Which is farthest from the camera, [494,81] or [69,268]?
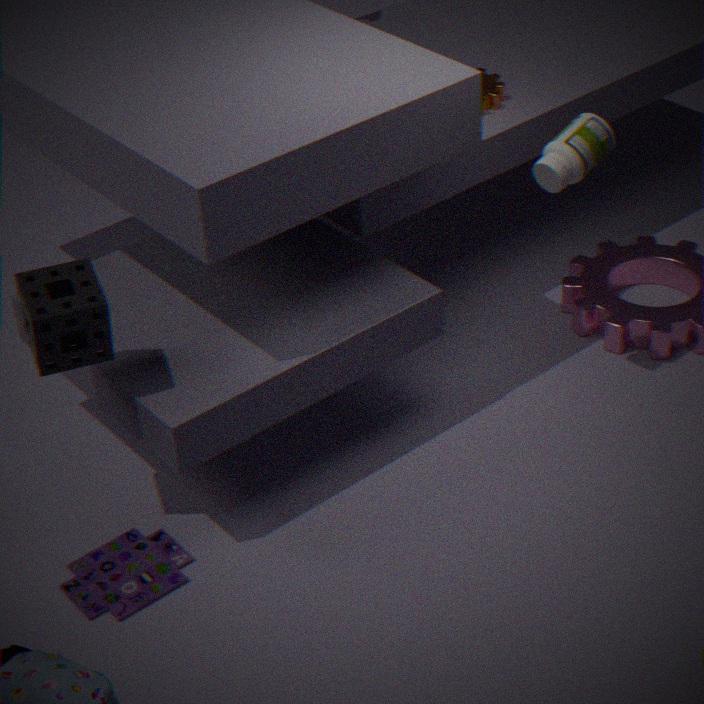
[494,81]
